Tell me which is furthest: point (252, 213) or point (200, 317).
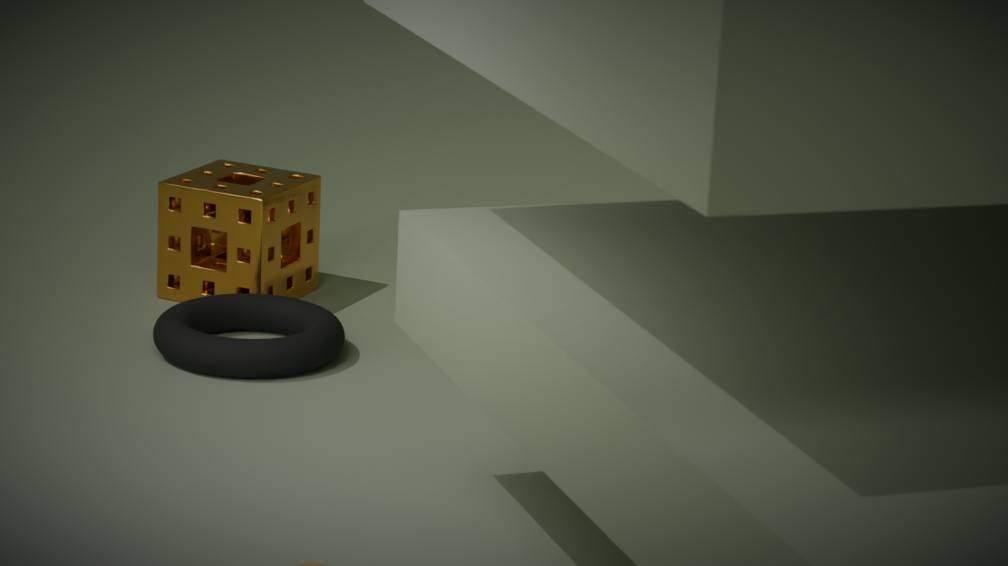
point (252, 213)
